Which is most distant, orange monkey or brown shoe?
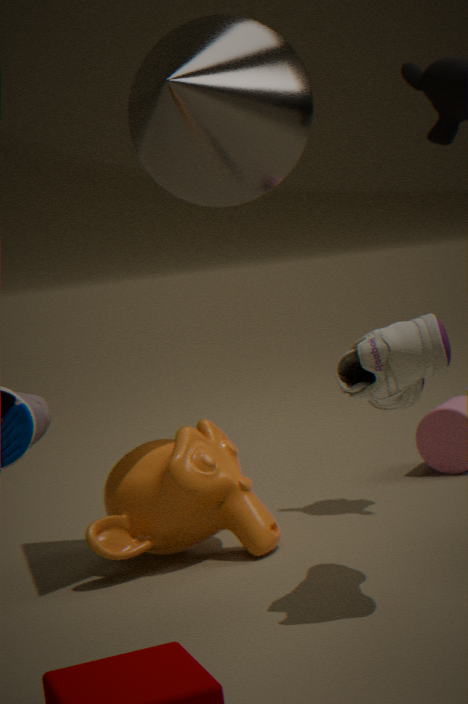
orange monkey
